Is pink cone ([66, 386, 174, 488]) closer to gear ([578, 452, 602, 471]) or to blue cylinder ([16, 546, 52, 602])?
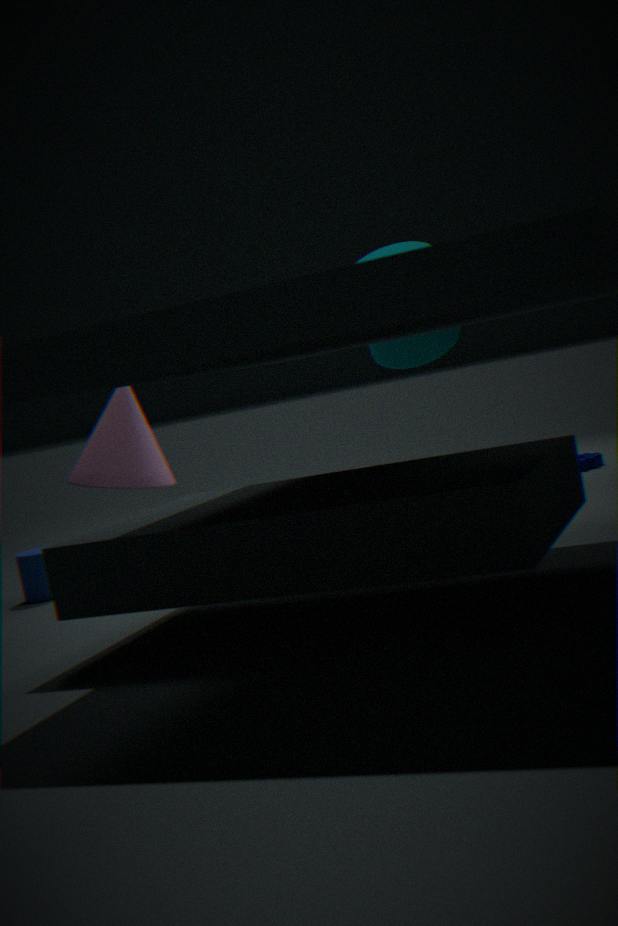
blue cylinder ([16, 546, 52, 602])
